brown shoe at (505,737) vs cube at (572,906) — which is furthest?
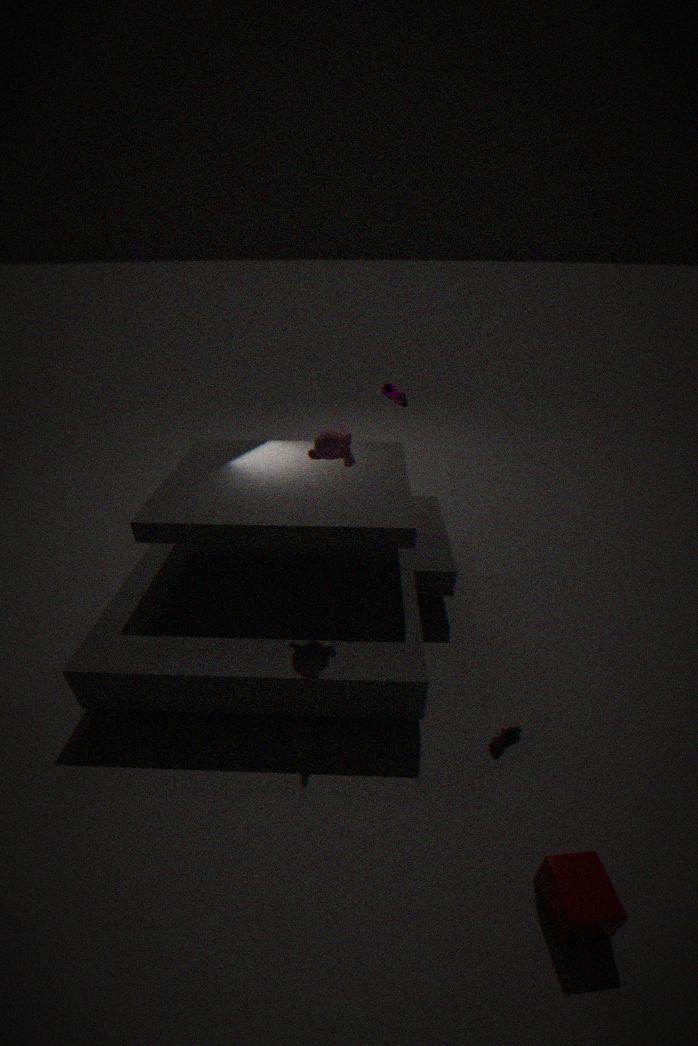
brown shoe at (505,737)
